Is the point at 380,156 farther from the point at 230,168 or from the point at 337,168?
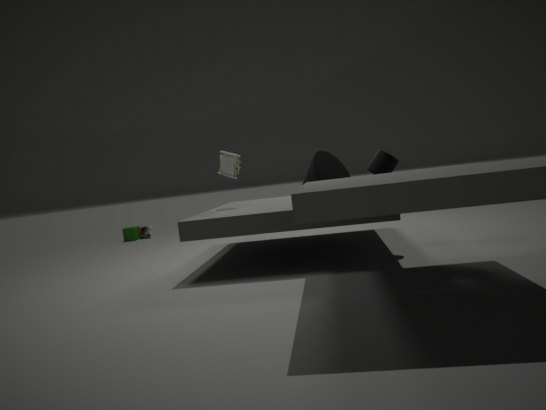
the point at 230,168
